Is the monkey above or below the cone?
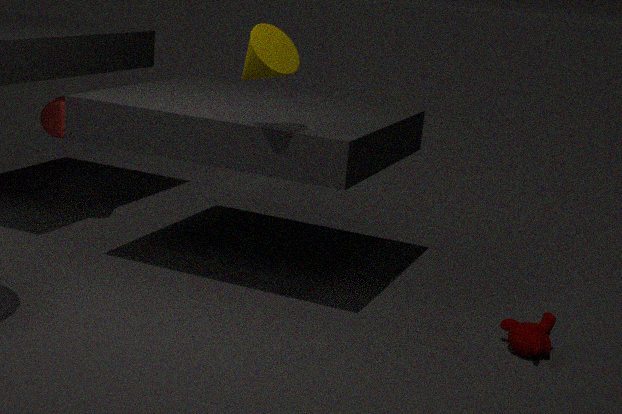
below
